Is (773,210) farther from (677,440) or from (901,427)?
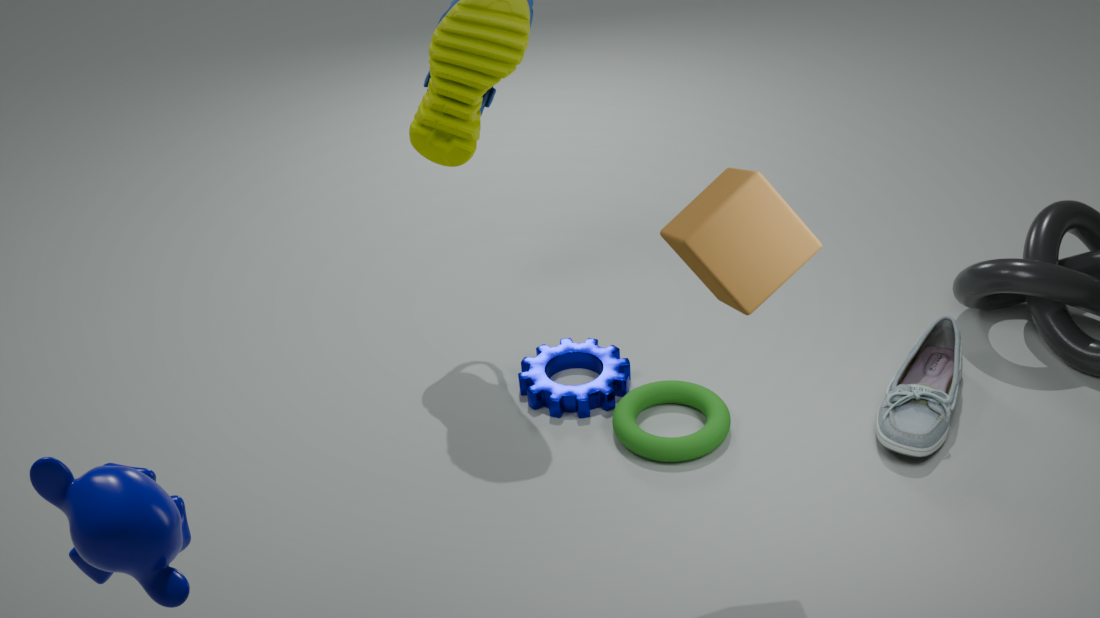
(901,427)
